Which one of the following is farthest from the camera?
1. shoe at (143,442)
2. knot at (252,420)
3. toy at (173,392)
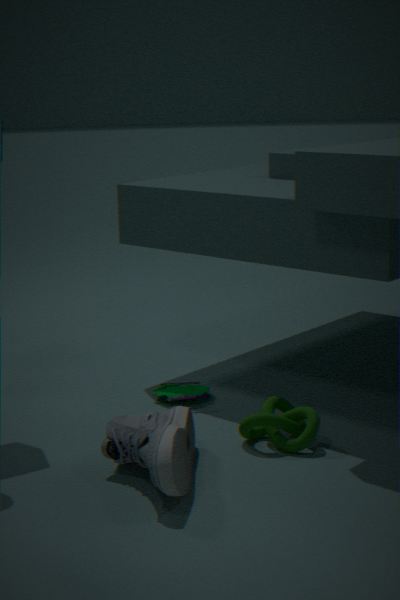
toy at (173,392)
